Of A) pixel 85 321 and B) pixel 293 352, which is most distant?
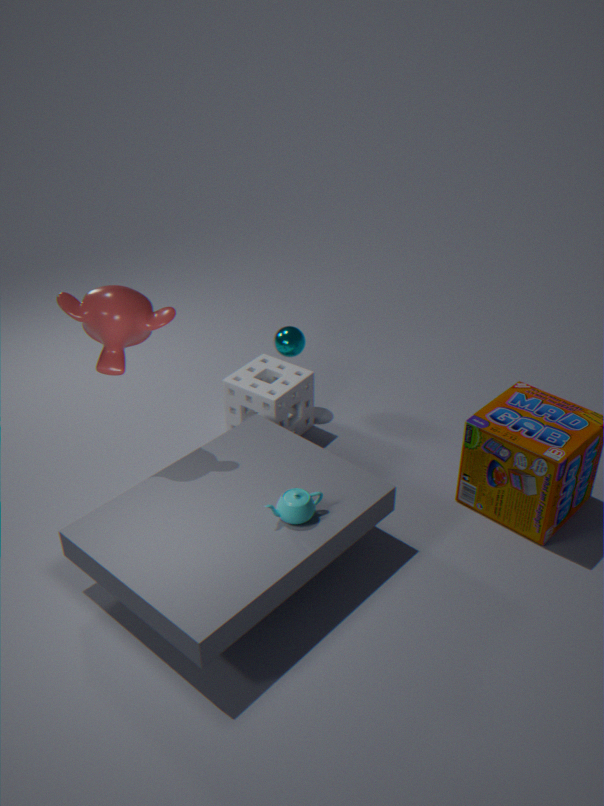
B. pixel 293 352
